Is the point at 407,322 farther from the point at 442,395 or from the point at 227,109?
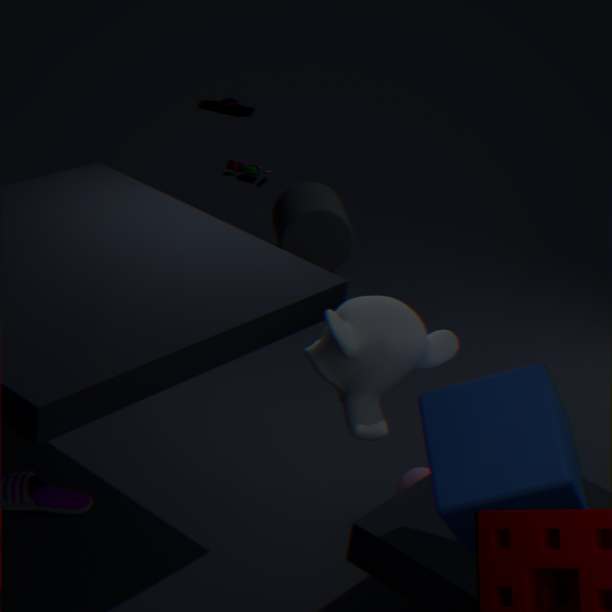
the point at 227,109
